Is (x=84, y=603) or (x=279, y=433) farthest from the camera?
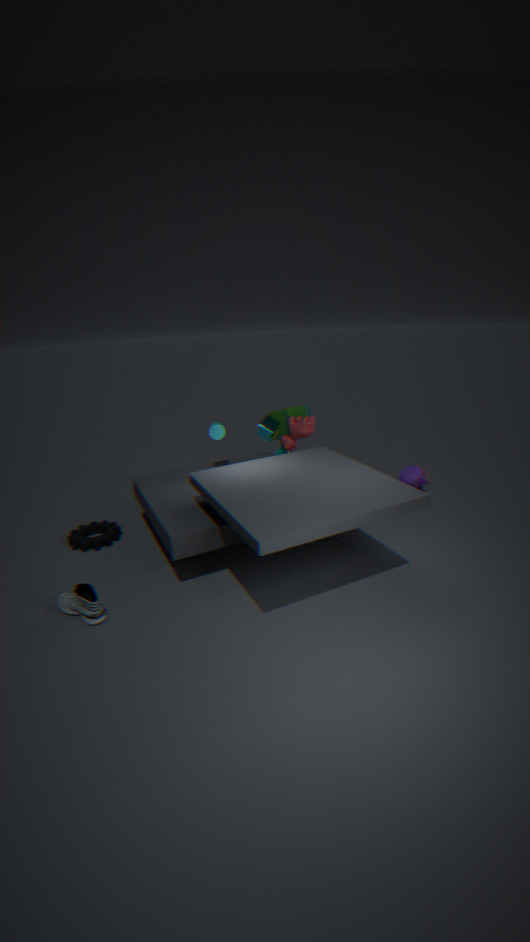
(x=279, y=433)
